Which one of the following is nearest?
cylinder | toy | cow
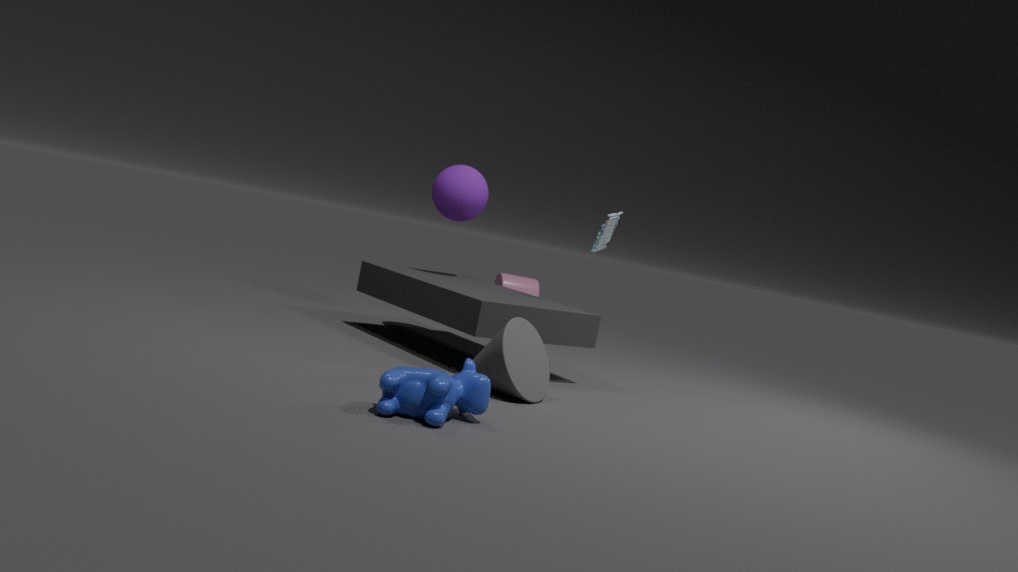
cow
